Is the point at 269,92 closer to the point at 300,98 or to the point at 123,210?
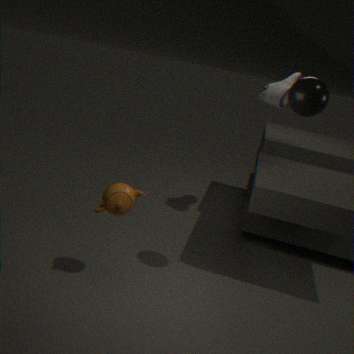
the point at 300,98
